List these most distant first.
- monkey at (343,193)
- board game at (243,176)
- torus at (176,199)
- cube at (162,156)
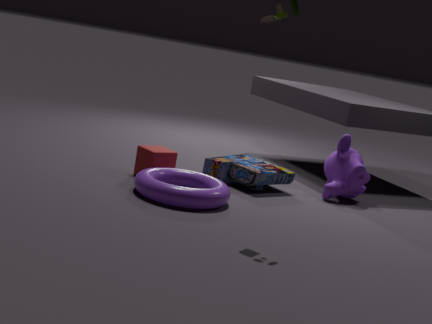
monkey at (343,193) < board game at (243,176) < cube at (162,156) < torus at (176,199)
